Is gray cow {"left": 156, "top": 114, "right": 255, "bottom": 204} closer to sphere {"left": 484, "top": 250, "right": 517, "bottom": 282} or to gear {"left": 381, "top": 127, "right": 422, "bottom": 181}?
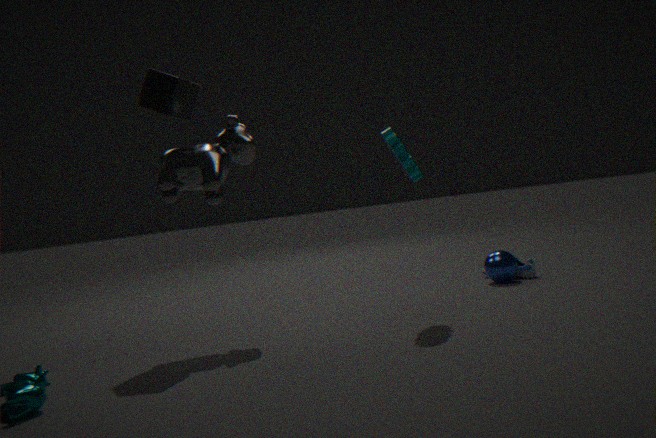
gear {"left": 381, "top": 127, "right": 422, "bottom": 181}
